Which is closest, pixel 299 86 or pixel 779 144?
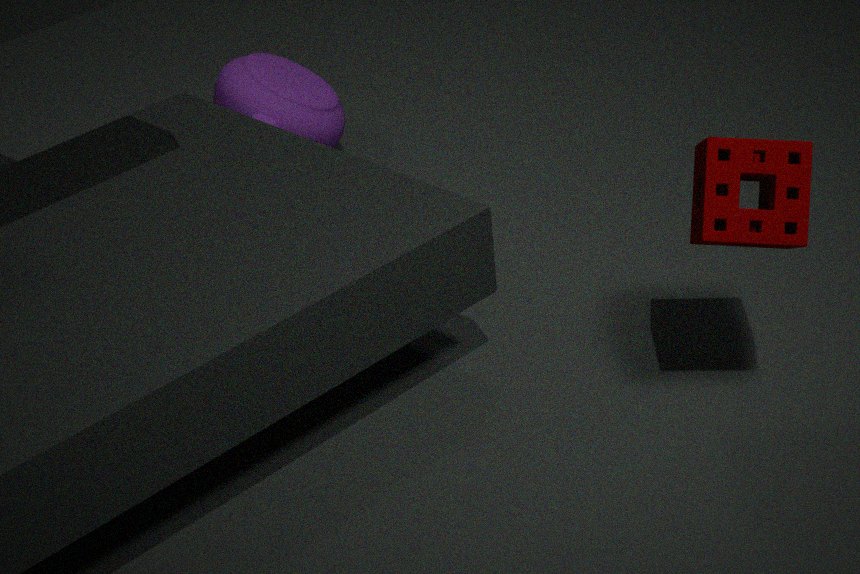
pixel 779 144
